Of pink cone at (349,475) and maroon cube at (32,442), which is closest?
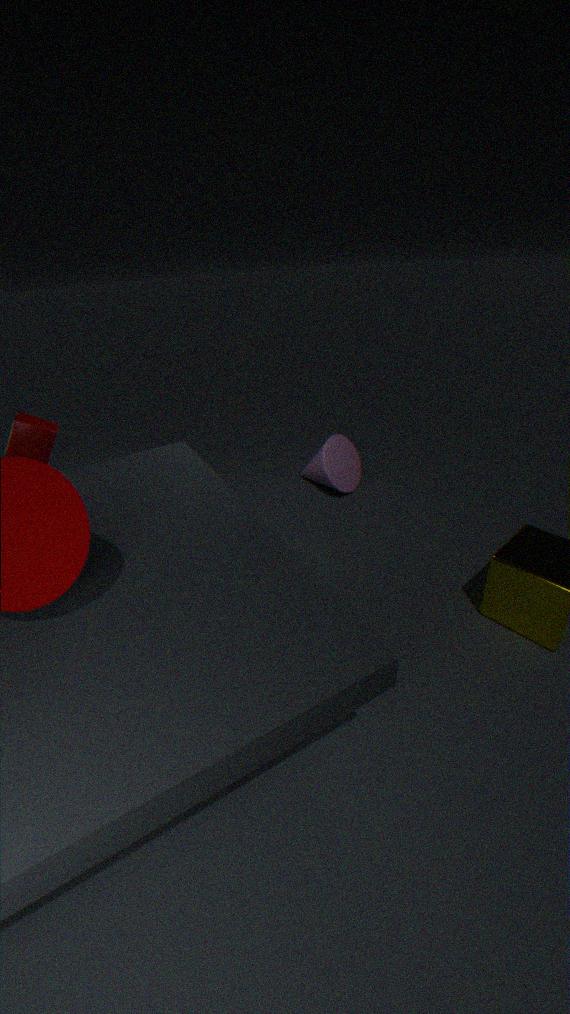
maroon cube at (32,442)
